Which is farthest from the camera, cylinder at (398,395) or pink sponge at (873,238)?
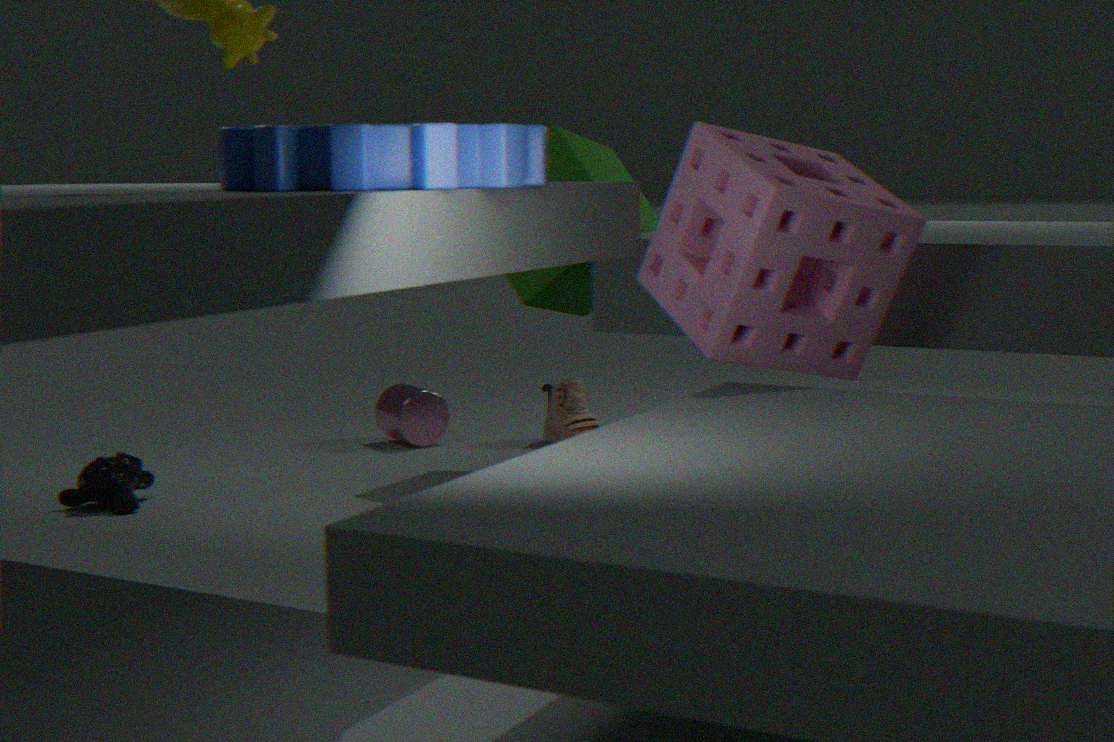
cylinder at (398,395)
